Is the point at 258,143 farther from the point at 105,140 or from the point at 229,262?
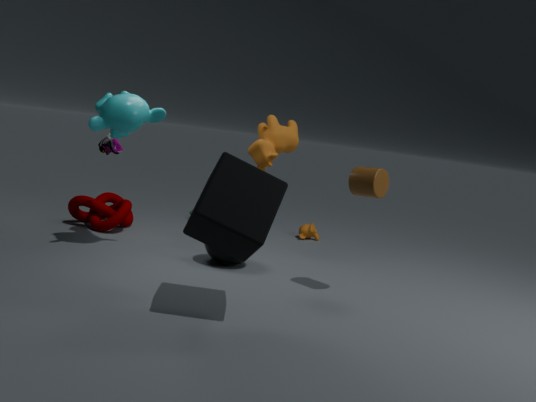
the point at 105,140
